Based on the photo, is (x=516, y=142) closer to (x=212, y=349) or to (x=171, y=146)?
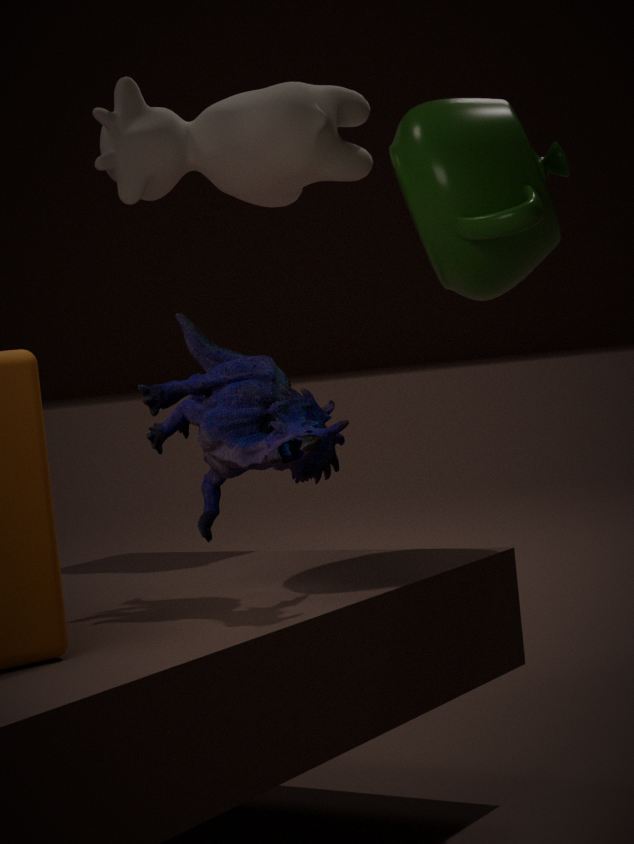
(x=212, y=349)
